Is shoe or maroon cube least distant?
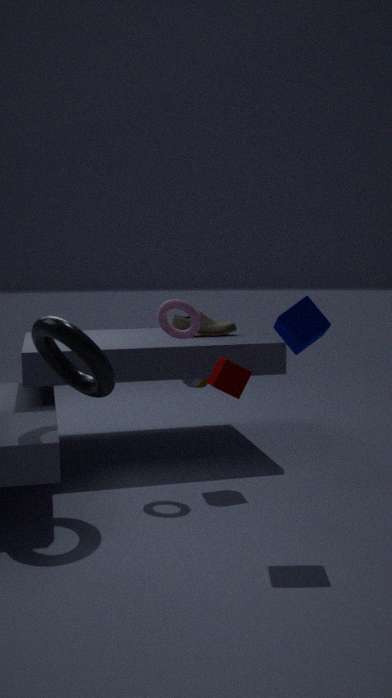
maroon cube
